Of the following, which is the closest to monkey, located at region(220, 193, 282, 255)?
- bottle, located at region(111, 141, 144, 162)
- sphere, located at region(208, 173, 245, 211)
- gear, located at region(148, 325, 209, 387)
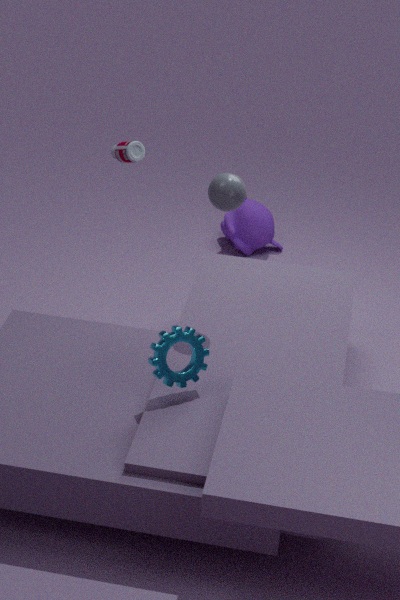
bottle, located at region(111, 141, 144, 162)
